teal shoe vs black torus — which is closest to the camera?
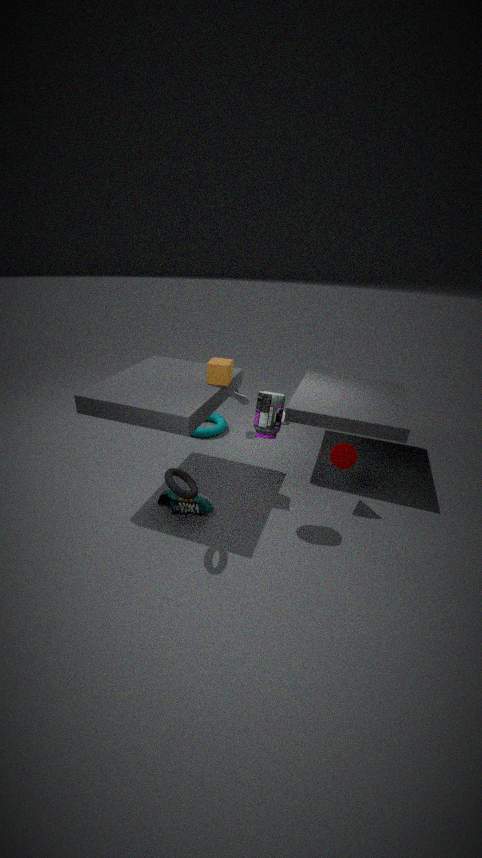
black torus
